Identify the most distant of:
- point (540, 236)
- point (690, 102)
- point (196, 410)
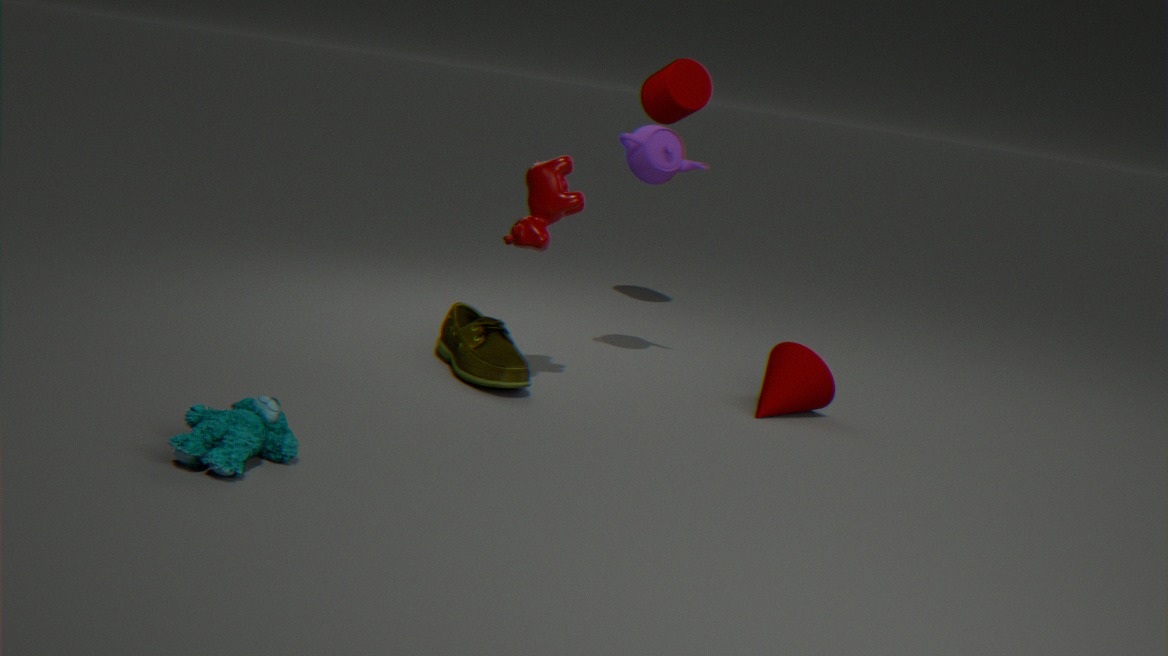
point (690, 102)
